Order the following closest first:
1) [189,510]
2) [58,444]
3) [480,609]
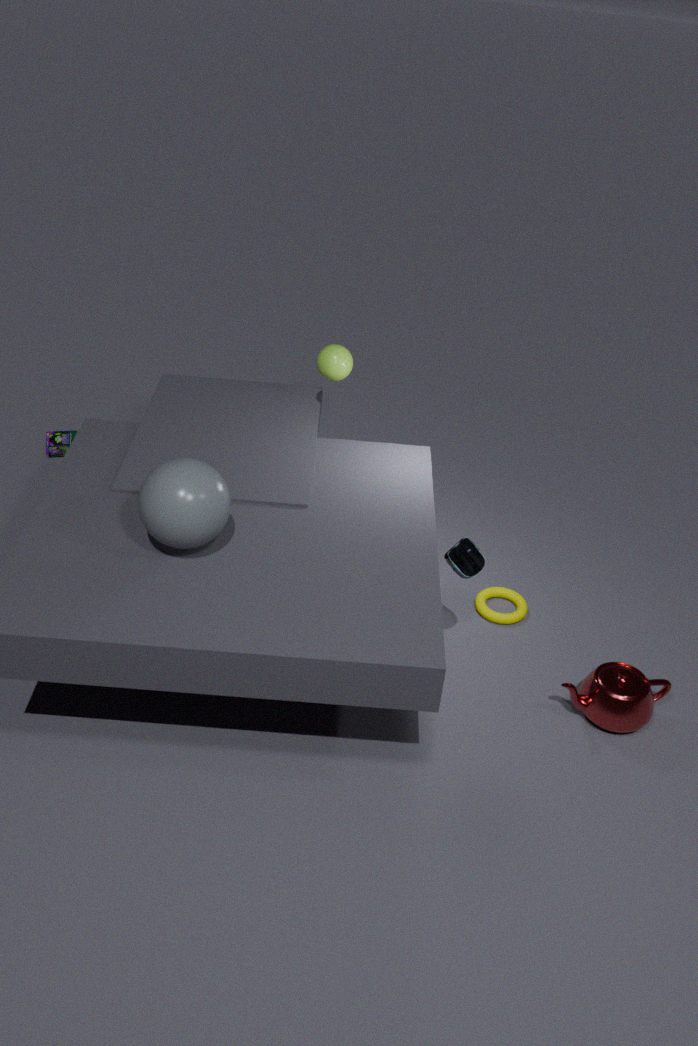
1. 1. [189,510]
2. 3. [480,609]
3. 2. [58,444]
